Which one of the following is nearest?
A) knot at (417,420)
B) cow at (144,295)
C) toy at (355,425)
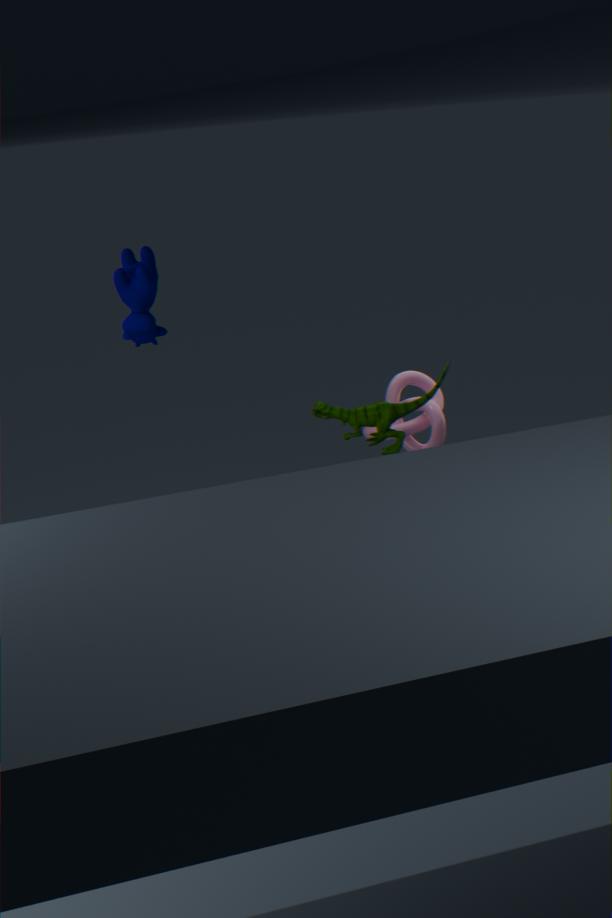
cow at (144,295)
